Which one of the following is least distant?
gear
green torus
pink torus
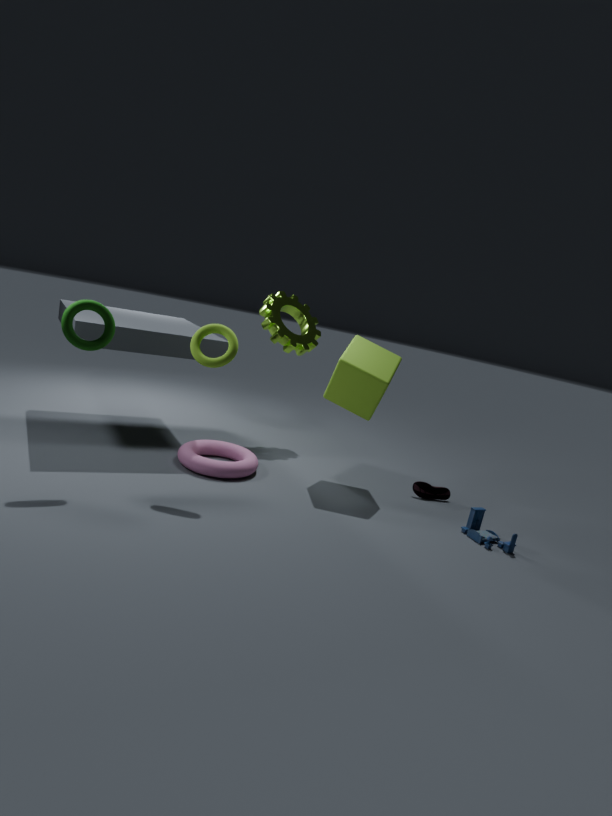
green torus
